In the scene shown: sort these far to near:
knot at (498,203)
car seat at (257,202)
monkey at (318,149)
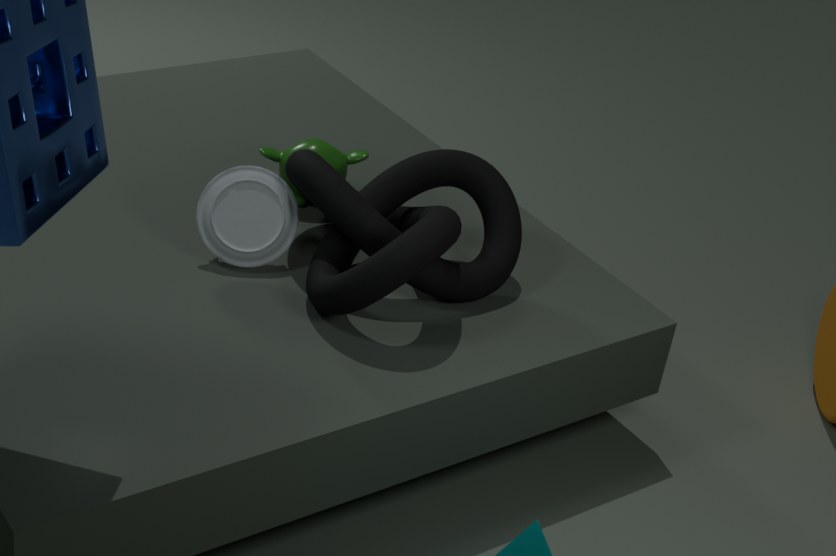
monkey at (318,149) → car seat at (257,202) → knot at (498,203)
